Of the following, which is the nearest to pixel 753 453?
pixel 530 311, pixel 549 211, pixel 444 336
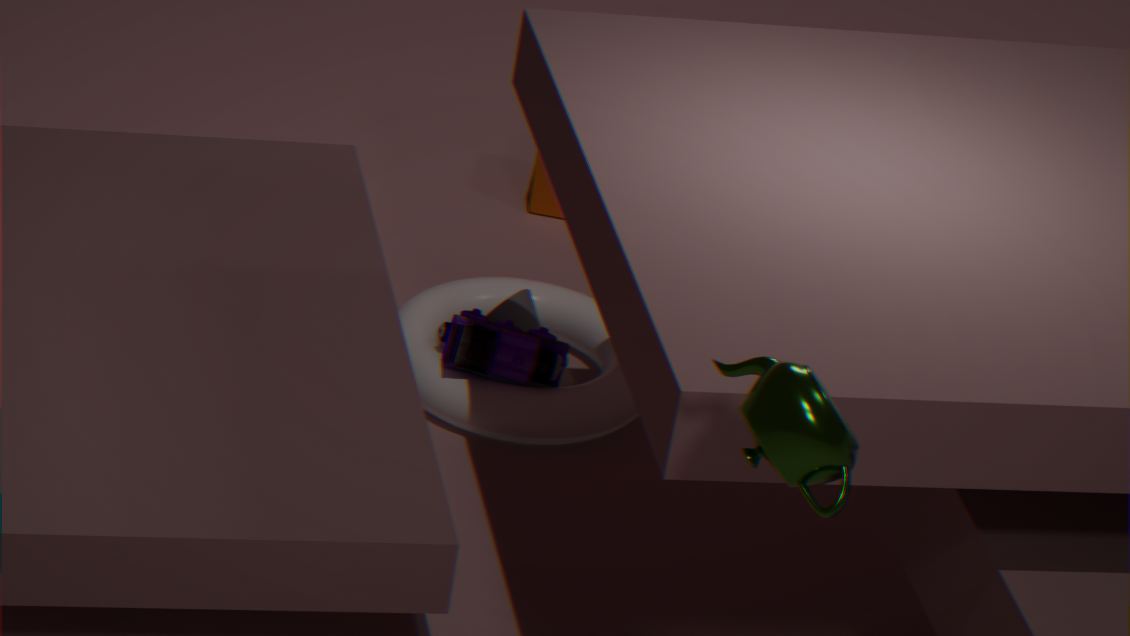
pixel 444 336
